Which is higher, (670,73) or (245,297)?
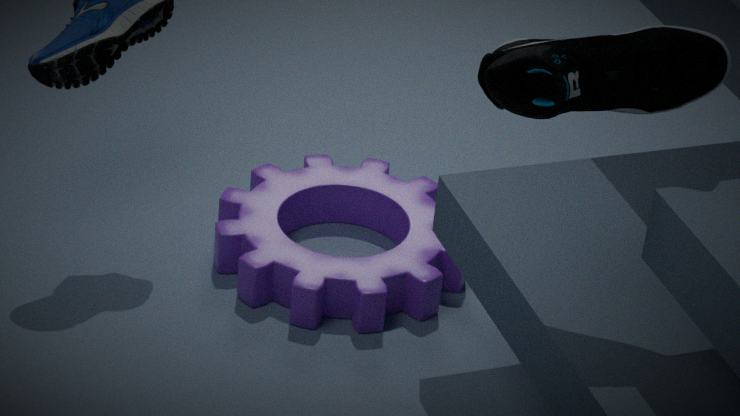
(670,73)
